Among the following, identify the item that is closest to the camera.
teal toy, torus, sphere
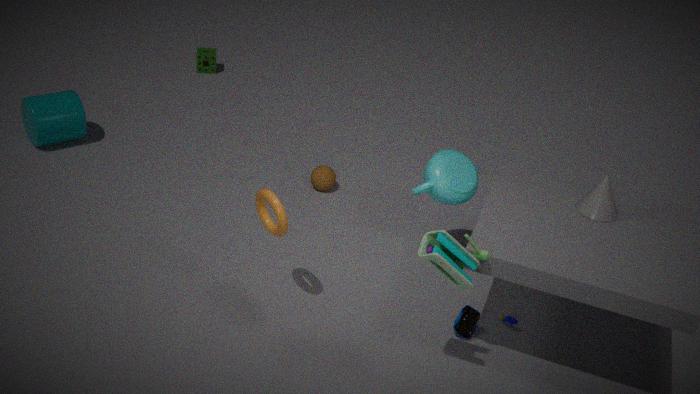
teal toy
